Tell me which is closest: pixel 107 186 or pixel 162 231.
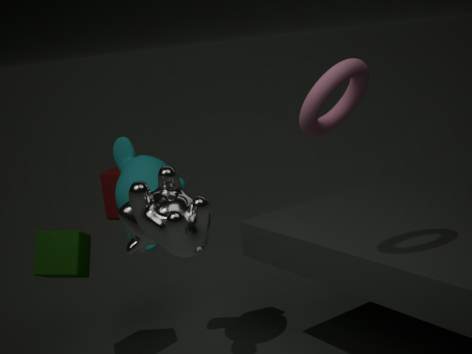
pixel 162 231
